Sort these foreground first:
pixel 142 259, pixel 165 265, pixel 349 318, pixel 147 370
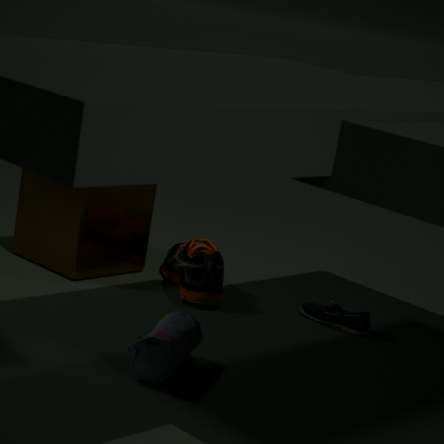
pixel 147 370
pixel 349 318
pixel 142 259
pixel 165 265
